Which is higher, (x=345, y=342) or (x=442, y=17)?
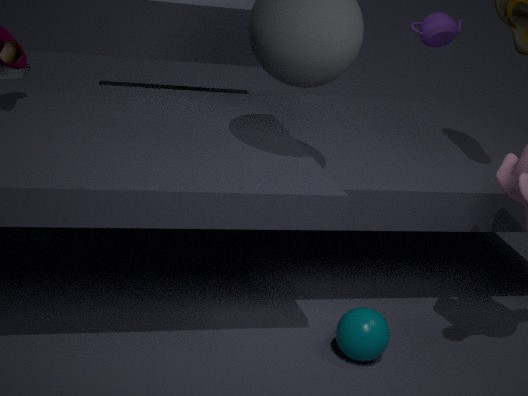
(x=442, y=17)
